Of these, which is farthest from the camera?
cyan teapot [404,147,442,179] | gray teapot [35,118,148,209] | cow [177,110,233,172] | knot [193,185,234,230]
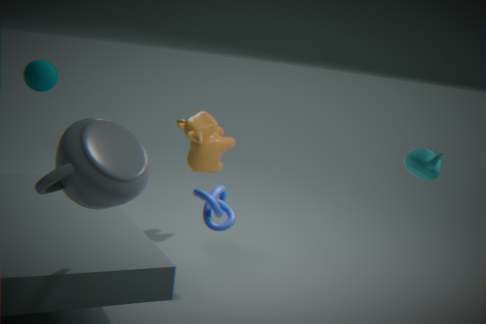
cow [177,110,233,172]
